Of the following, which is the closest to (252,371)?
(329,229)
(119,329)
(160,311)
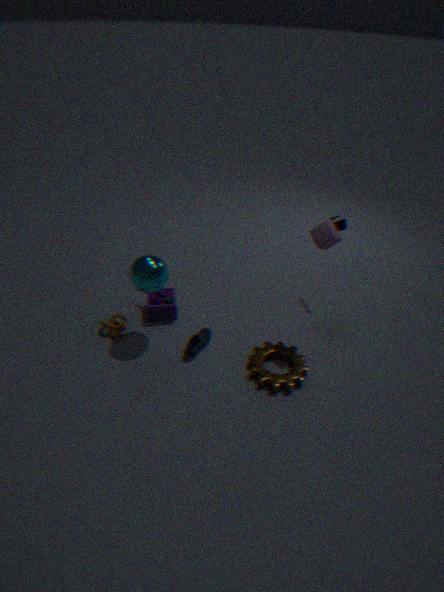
(329,229)
